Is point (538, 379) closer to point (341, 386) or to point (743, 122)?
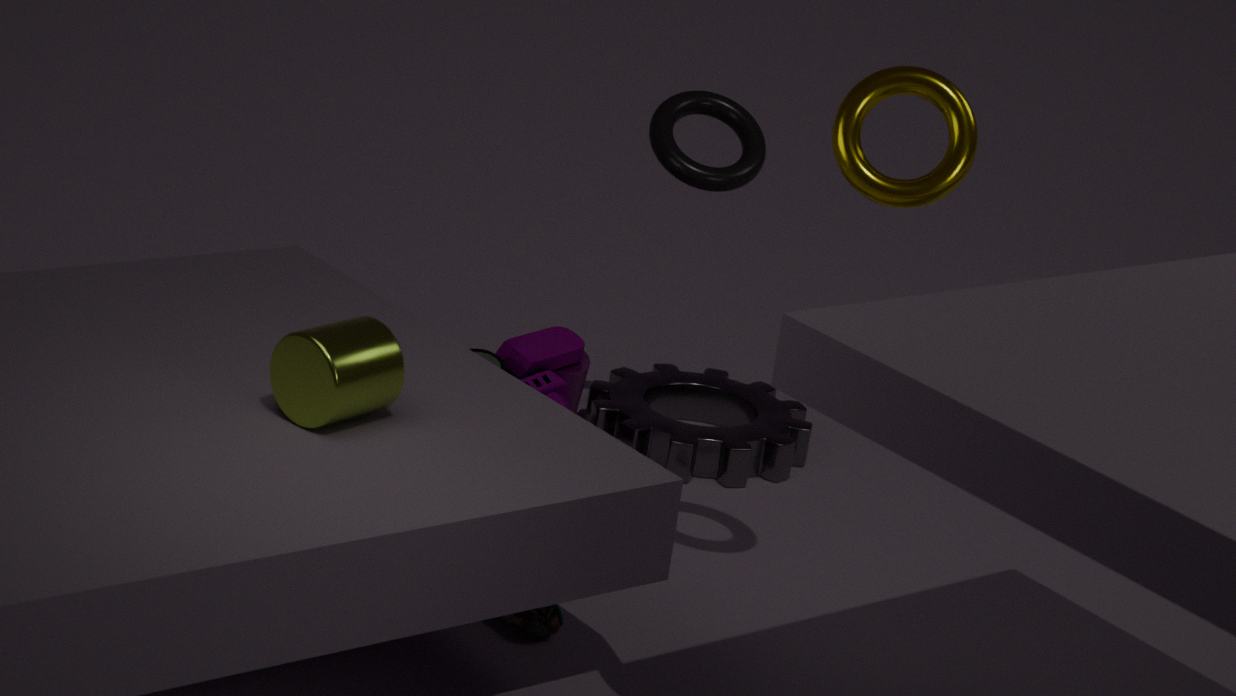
point (743, 122)
